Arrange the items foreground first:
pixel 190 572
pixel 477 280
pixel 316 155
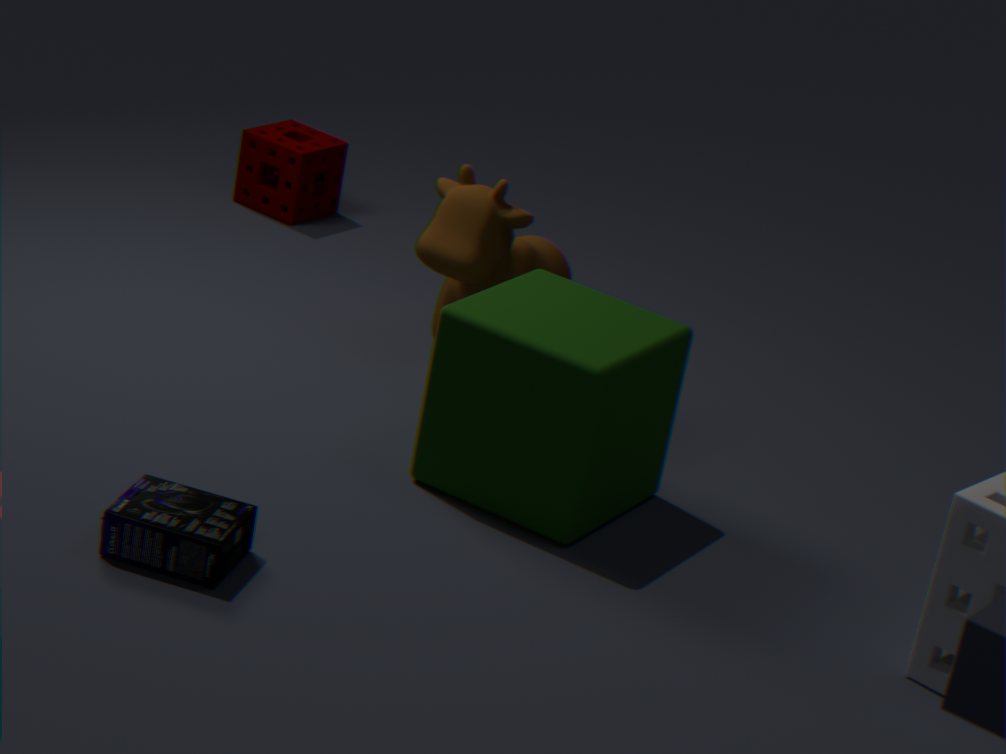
pixel 190 572
pixel 477 280
pixel 316 155
